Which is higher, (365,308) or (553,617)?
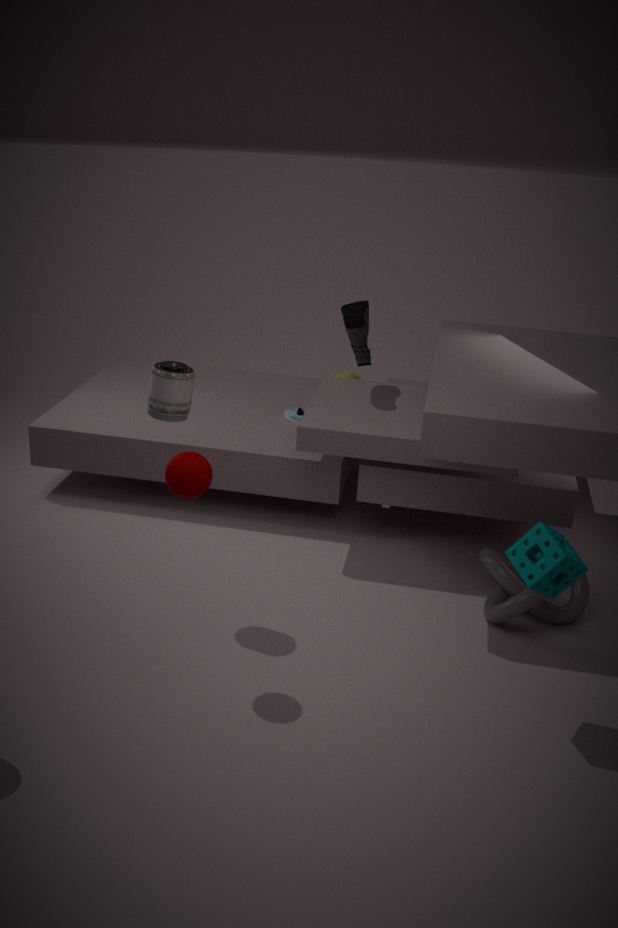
(365,308)
